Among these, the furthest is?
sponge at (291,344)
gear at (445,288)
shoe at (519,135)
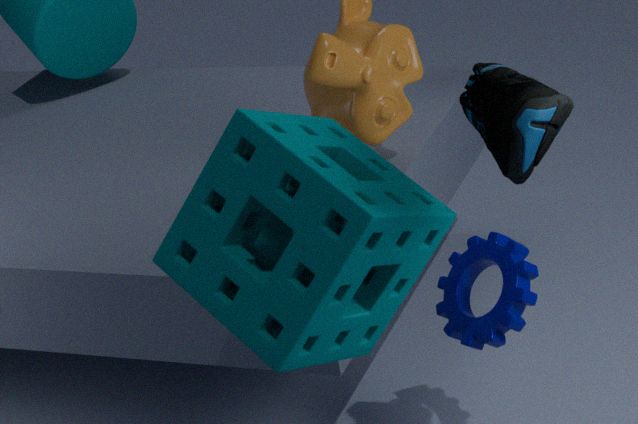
gear at (445,288)
